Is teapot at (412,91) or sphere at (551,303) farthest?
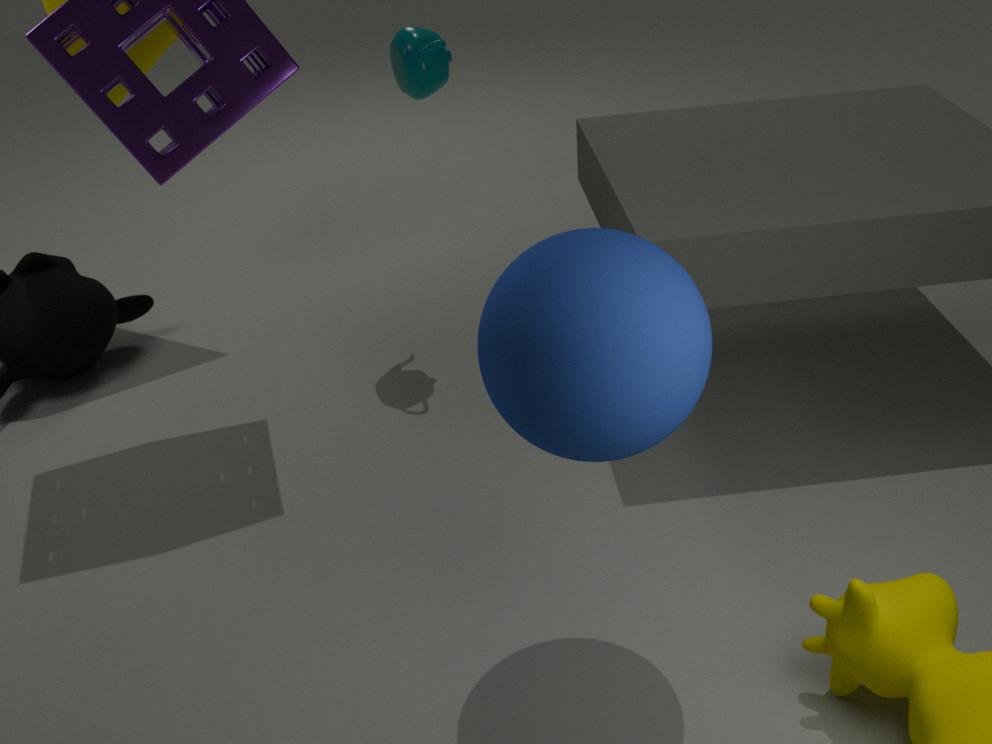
teapot at (412,91)
